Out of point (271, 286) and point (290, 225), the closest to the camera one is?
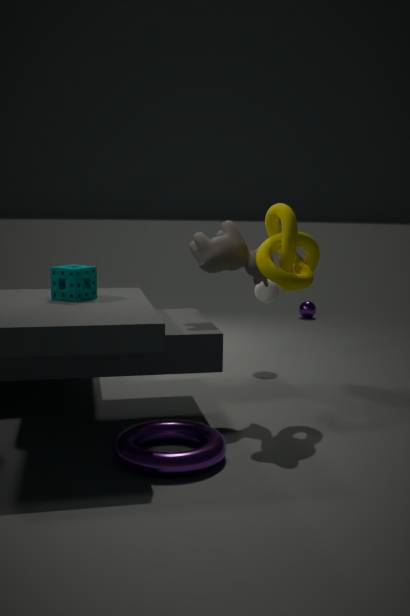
point (290, 225)
